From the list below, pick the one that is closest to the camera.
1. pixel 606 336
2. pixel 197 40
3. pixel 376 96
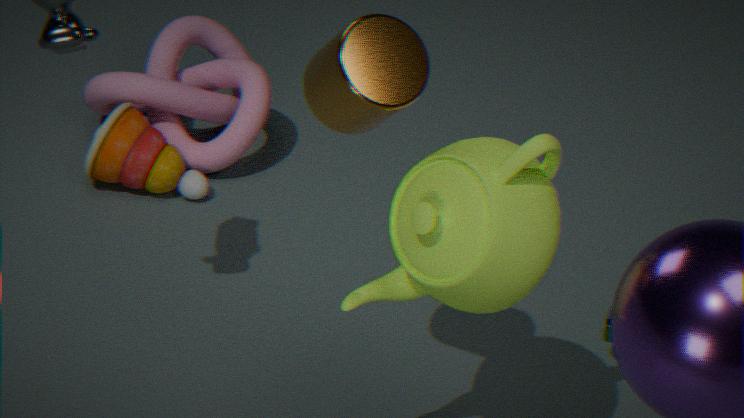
pixel 376 96
